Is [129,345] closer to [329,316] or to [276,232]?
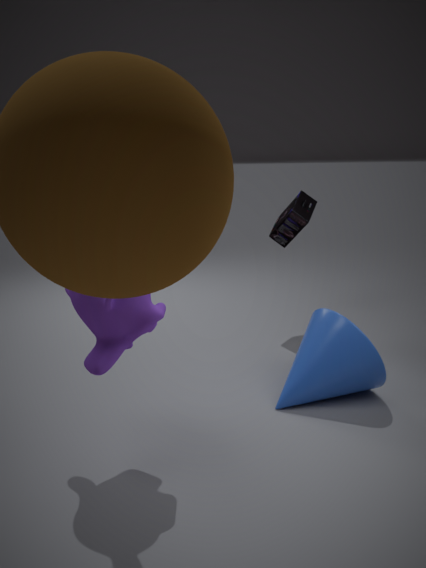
[329,316]
